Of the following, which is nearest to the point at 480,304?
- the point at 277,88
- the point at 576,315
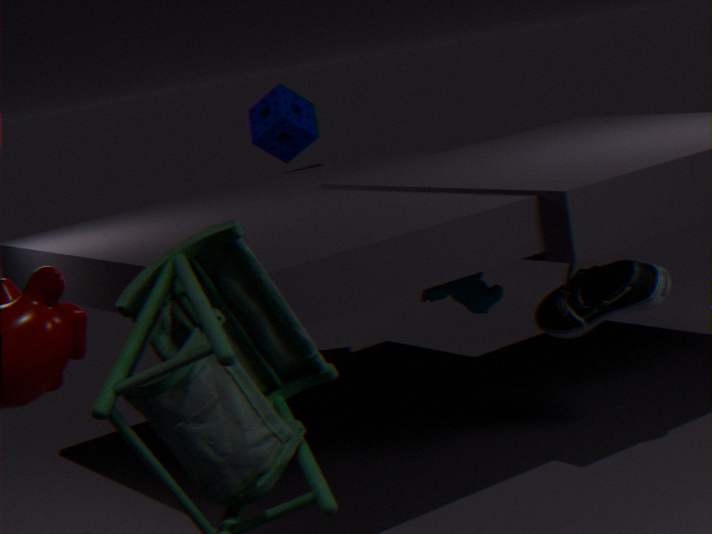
the point at 576,315
